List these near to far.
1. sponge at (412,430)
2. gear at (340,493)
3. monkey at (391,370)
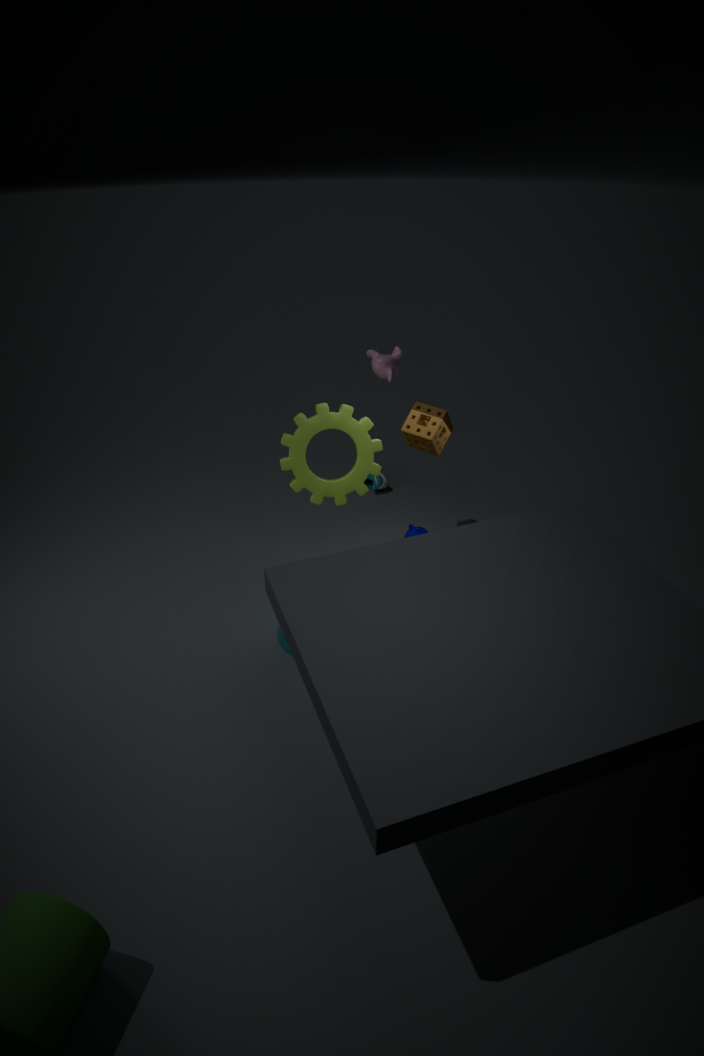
1. sponge at (412,430)
2. gear at (340,493)
3. monkey at (391,370)
